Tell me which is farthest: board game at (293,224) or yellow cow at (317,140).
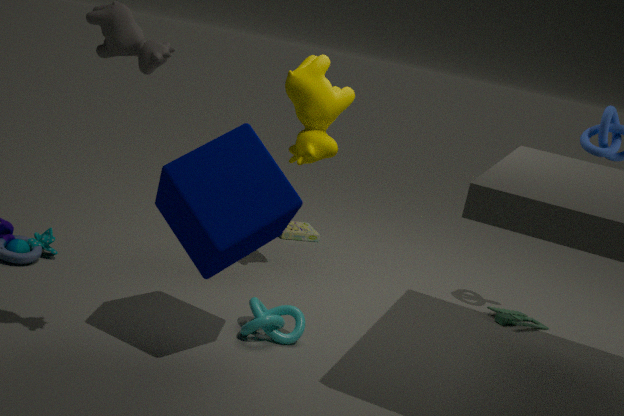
board game at (293,224)
